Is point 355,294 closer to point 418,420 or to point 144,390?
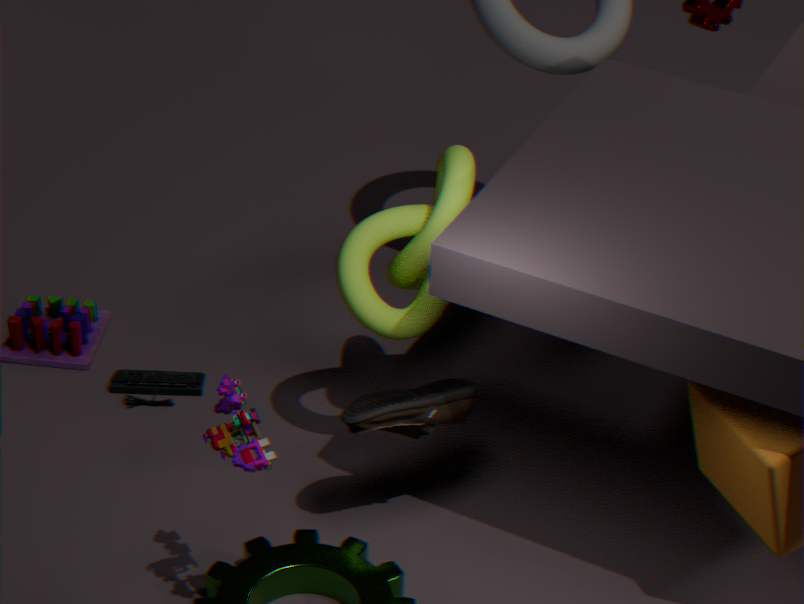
point 418,420
